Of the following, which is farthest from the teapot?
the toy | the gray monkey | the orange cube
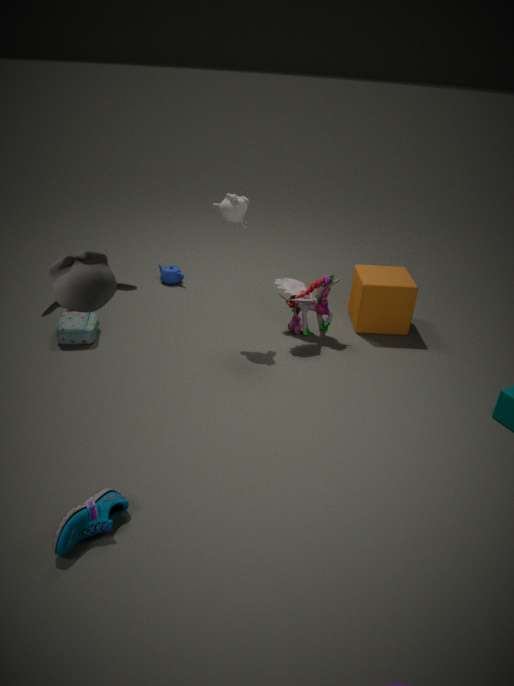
the gray monkey
